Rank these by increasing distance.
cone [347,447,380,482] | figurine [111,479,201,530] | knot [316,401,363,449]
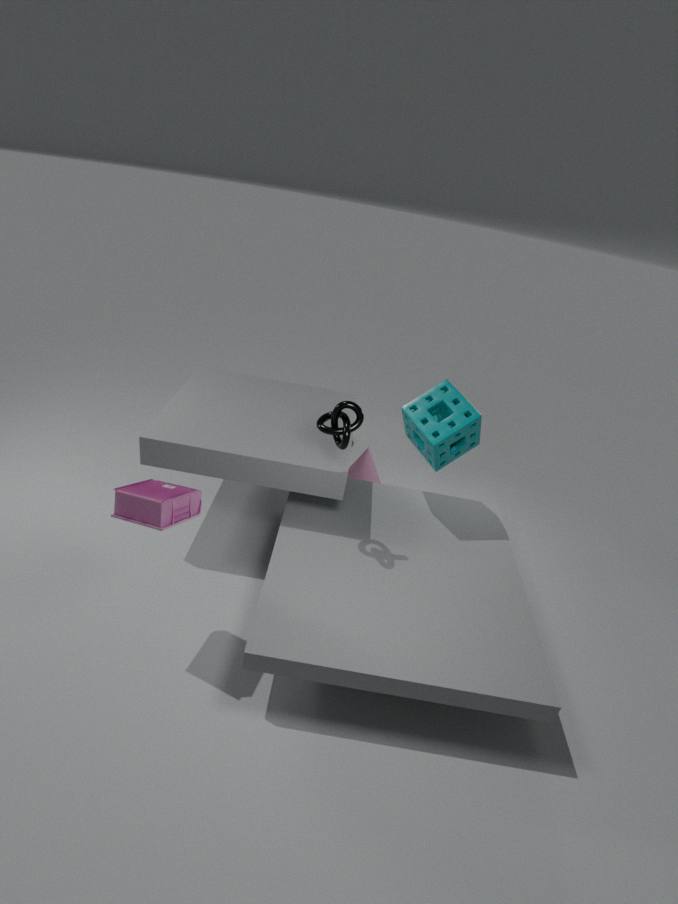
figurine [111,479,201,530] → knot [316,401,363,449] → cone [347,447,380,482]
